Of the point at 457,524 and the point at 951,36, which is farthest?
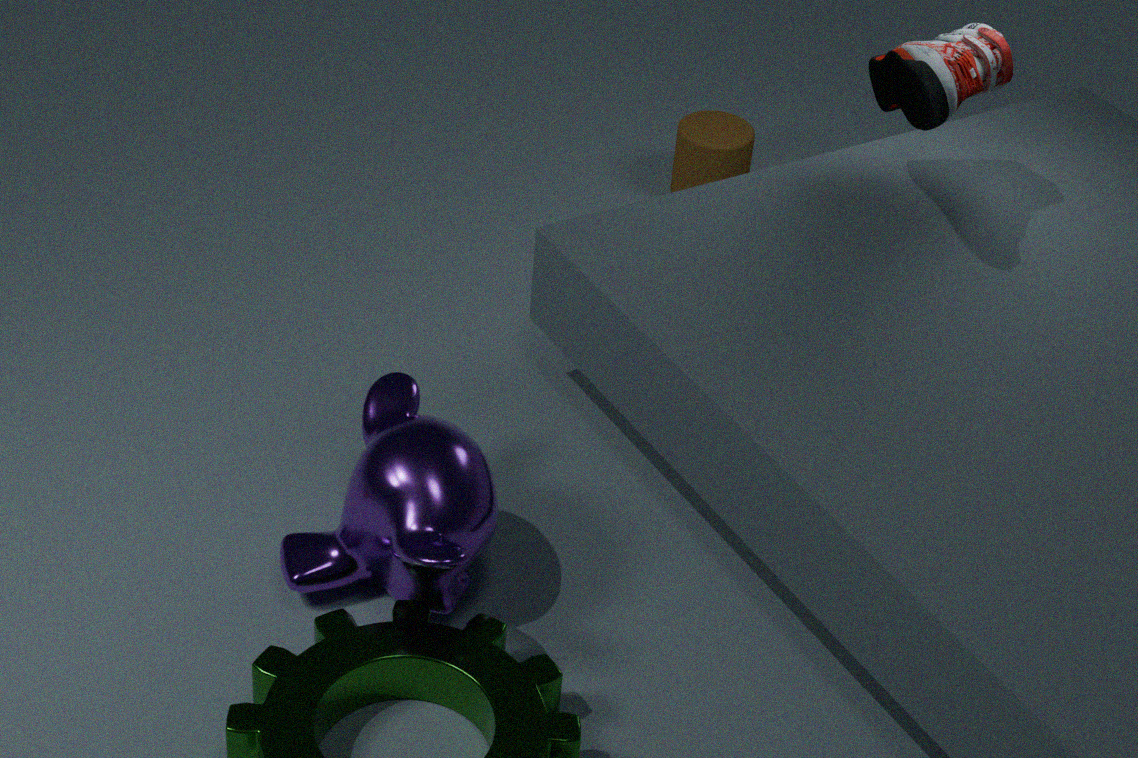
the point at 951,36
